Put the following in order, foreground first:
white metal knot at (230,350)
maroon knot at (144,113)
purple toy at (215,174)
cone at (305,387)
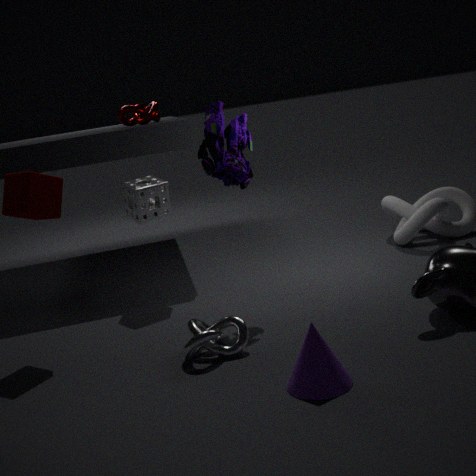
cone at (305,387)
white metal knot at (230,350)
purple toy at (215,174)
maroon knot at (144,113)
